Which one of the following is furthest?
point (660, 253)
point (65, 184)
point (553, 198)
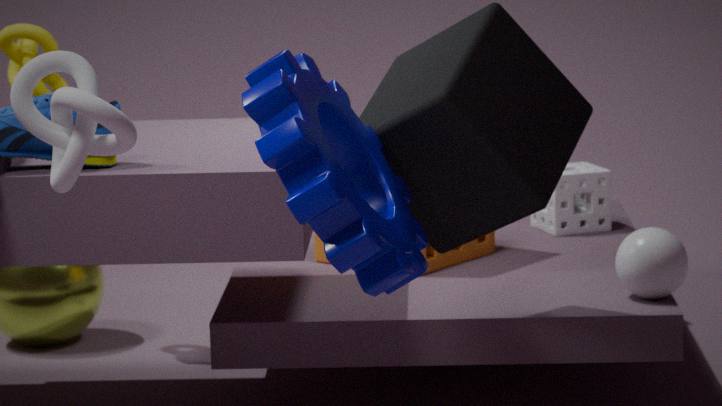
point (553, 198)
